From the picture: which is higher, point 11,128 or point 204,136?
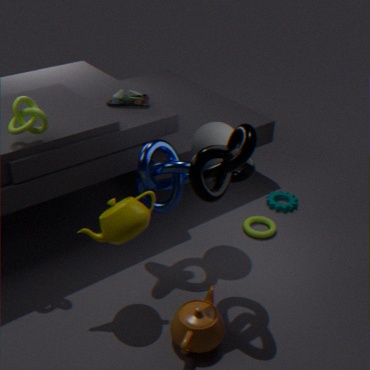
point 11,128
